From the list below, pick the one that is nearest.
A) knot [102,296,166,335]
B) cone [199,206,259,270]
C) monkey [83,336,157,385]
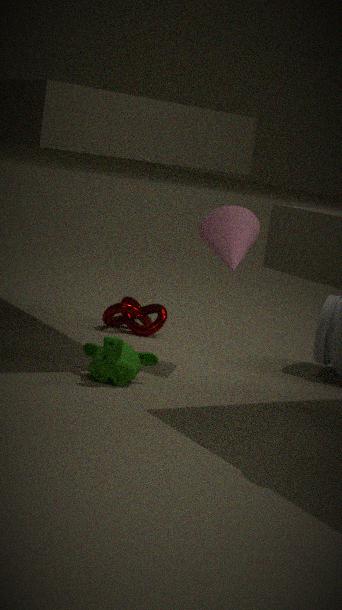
monkey [83,336,157,385]
